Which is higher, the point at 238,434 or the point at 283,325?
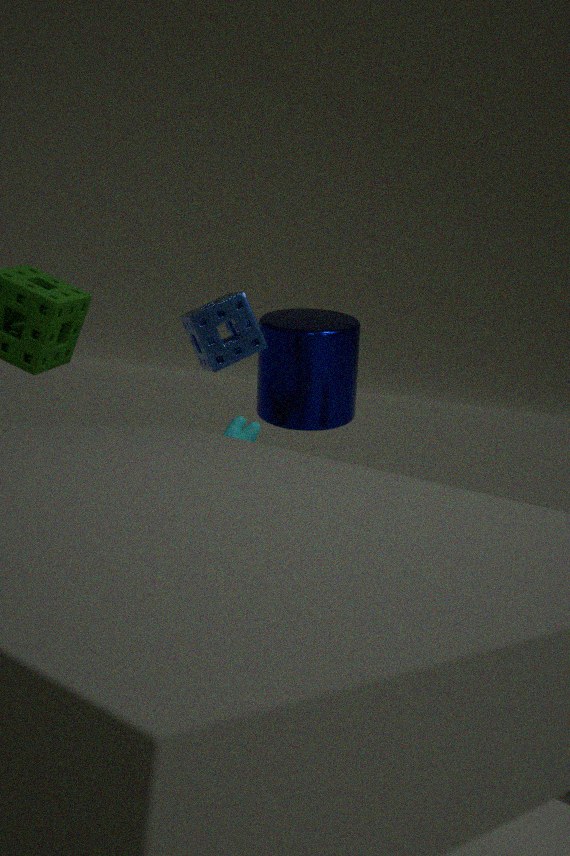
the point at 283,325
